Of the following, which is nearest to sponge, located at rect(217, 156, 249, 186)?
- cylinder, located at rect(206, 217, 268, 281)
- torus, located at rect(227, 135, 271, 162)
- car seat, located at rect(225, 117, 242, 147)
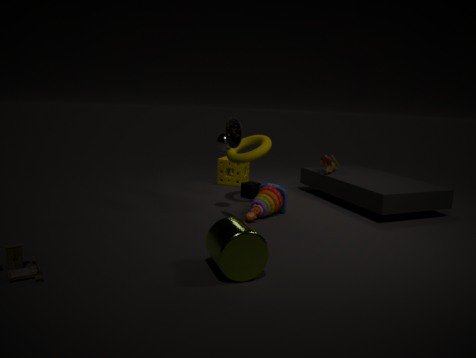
torus, located at rect(227, 135, 271, 162)
